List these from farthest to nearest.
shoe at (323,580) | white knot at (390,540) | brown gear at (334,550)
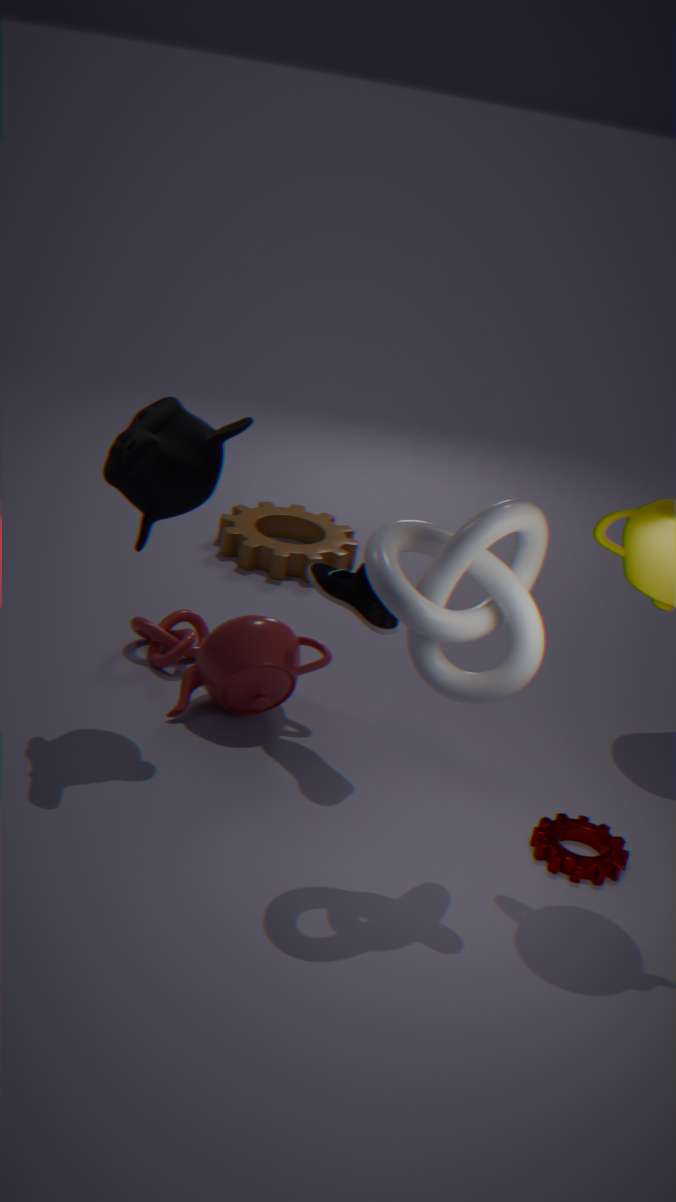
brown gear at (334,550)
shoe at (323,580)
white knot at (390,540)
